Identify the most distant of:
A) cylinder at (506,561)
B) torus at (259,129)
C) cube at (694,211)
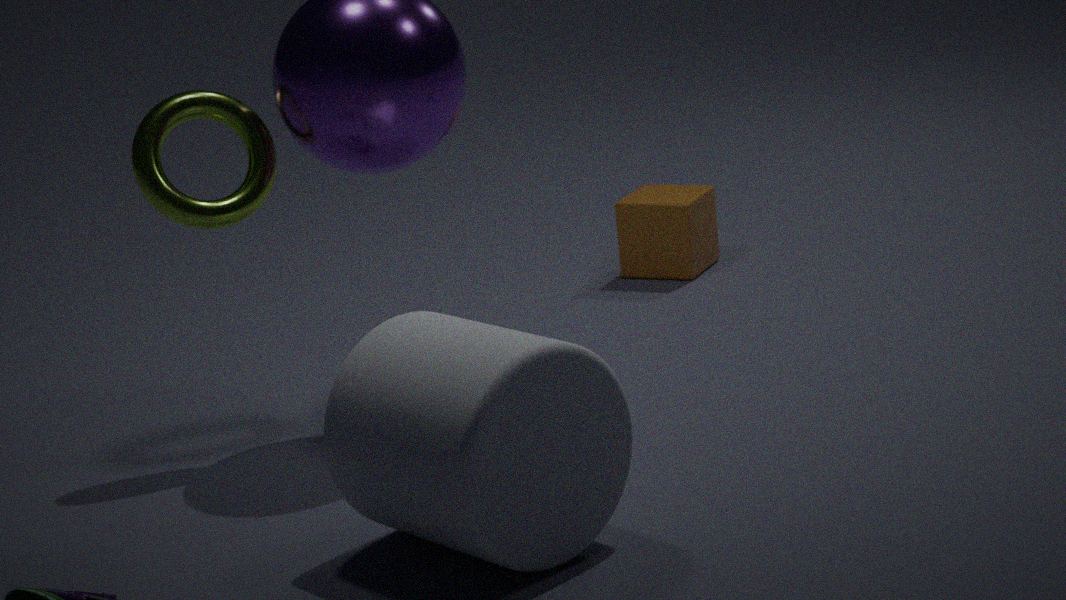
cube at (694,211)
